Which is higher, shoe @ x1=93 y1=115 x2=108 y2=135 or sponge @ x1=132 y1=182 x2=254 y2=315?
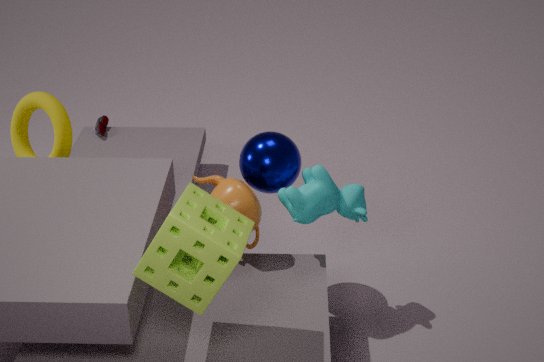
sponge @ x1=132 y1=182 x2=254 y2=315
